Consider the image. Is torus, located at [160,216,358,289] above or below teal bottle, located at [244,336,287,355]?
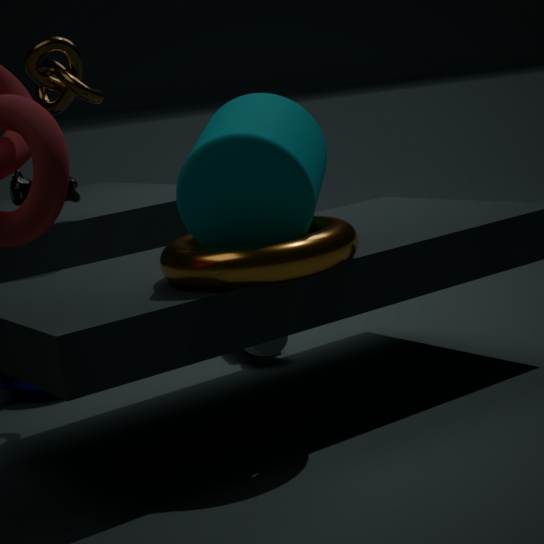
above
